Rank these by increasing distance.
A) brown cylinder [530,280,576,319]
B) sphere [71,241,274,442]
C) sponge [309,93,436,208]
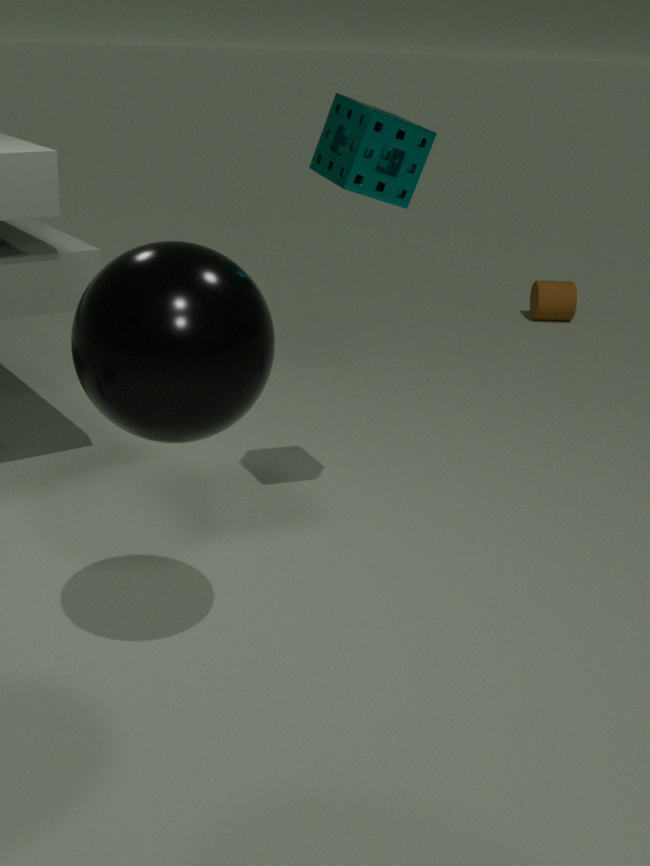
sphere [71,241,274,442]
sponge [309,93,436,208]
brown cylinder [530,280,576,319]
